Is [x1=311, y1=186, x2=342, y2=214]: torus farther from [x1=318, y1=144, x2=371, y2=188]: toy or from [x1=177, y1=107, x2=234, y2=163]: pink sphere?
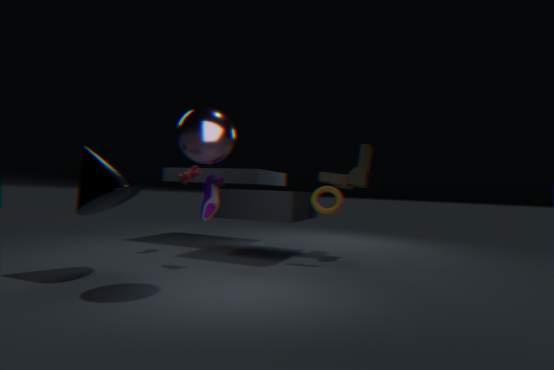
[x1=177, y1=107, x2=234, y2=163]: pink sphere
